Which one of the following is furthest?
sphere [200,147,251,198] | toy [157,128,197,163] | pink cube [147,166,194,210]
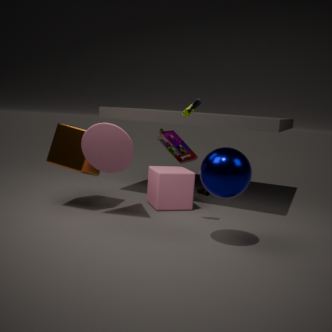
toy [157,128,197,163]
